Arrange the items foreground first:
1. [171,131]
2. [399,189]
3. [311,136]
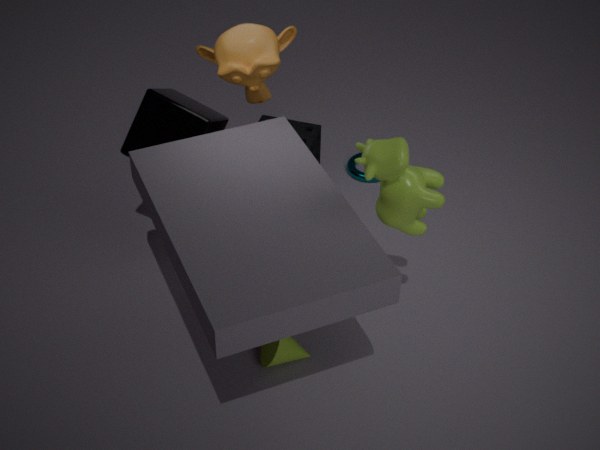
[399,189] < [171,131] < [311,136]
